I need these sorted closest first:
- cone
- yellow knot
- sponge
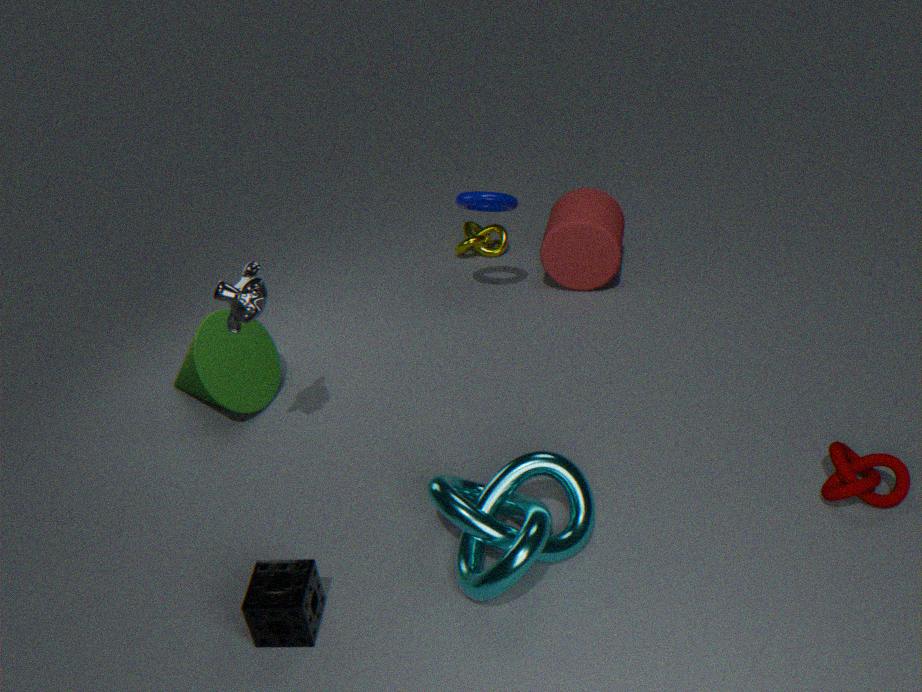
1. sponge
2. cone
3. yellow knot
